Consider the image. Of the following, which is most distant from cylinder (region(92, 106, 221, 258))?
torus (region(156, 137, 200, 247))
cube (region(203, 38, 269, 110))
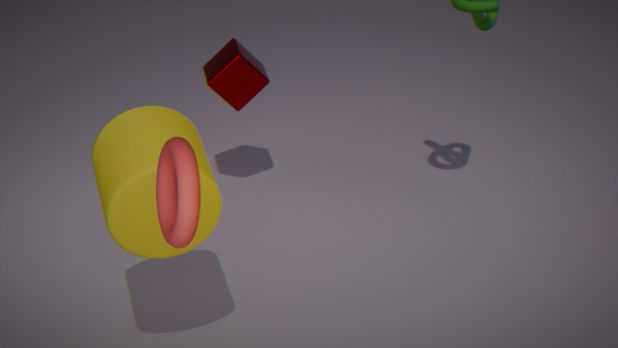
cube (region(203, 38, 269, 110))
